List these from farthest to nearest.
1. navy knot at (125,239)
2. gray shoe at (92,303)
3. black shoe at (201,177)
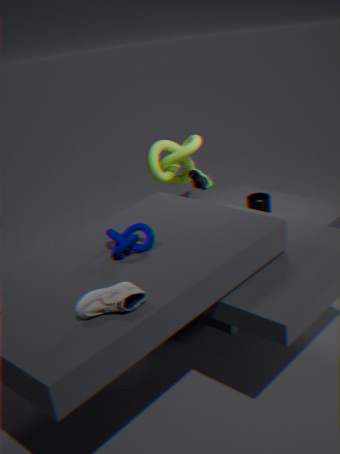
1. black shoe at (201,177)
2. navy knot at (125,239)
3. gray shoe at (92,303)
